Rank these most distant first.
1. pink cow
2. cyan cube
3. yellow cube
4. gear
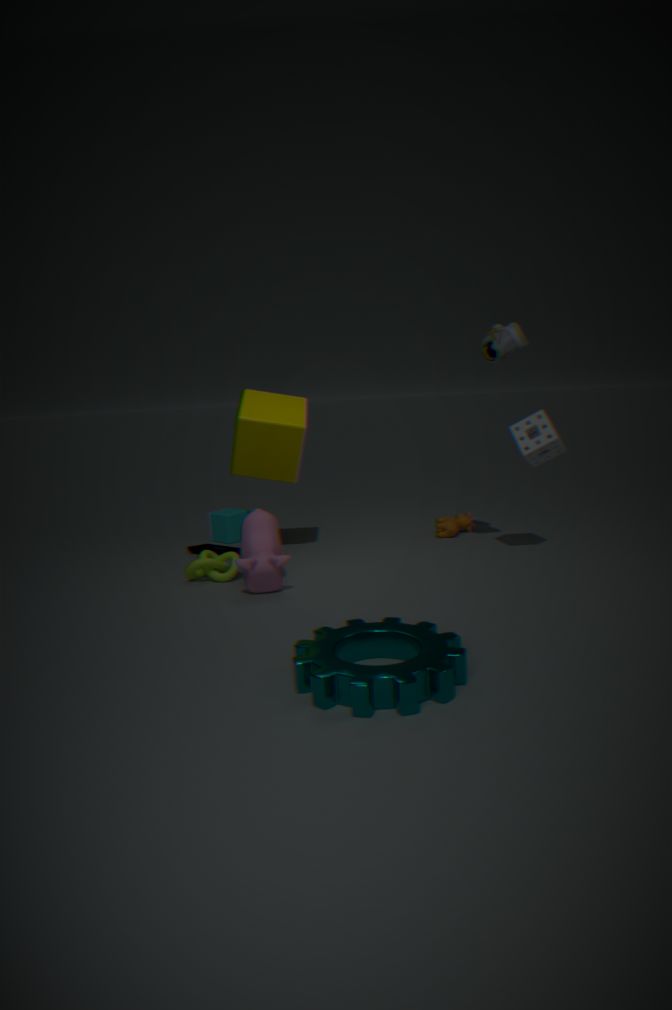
cyan cube < yellow cube < pink cow < gear
